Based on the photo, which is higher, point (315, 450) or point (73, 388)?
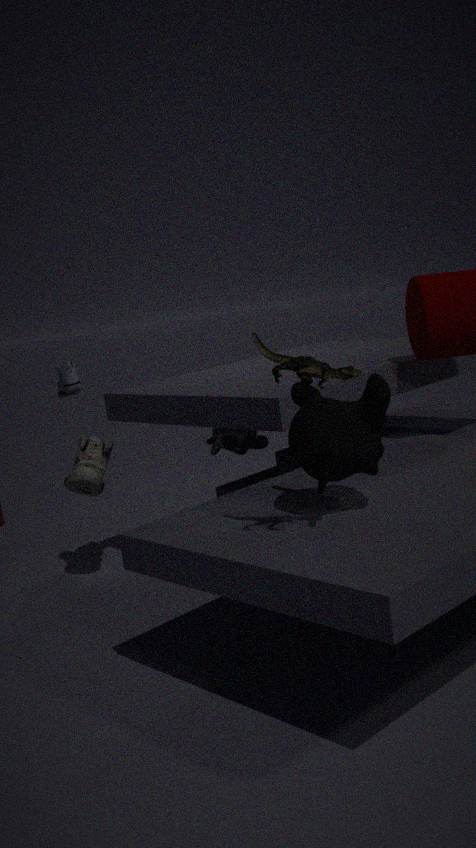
point (73, 388)
